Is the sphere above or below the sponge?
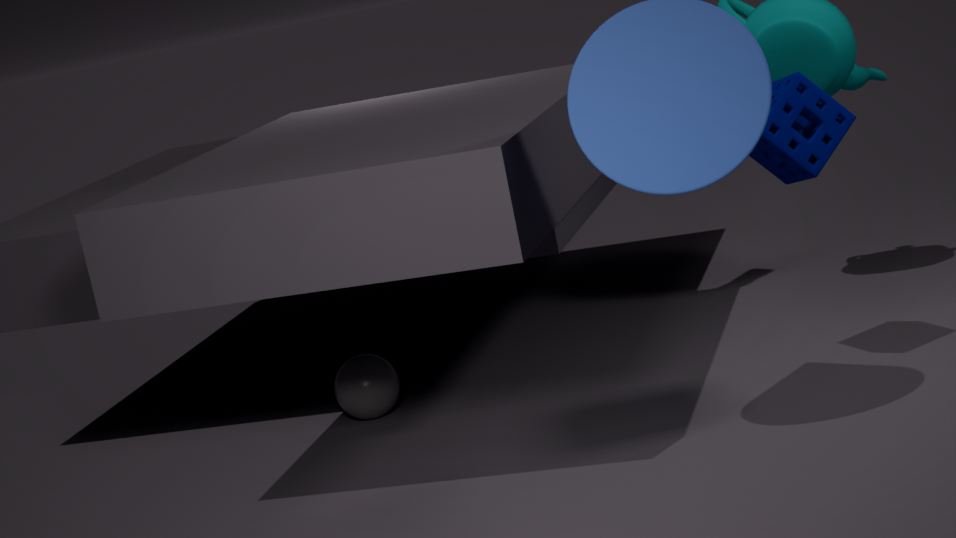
below
